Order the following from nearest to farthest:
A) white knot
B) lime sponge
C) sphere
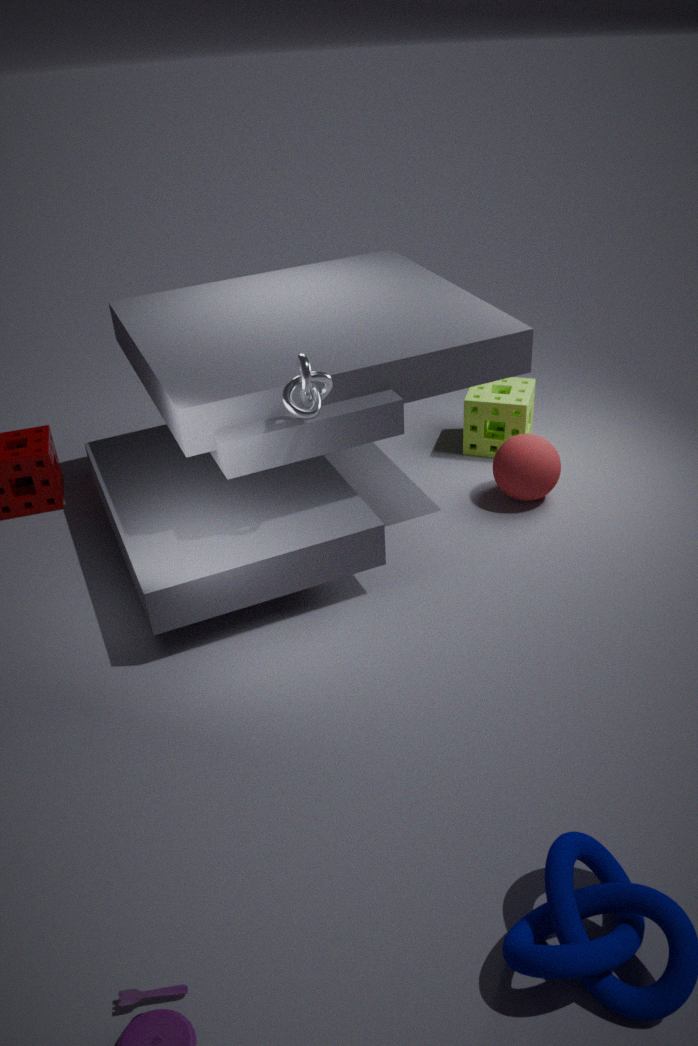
white knot, sphere, lime sponge
